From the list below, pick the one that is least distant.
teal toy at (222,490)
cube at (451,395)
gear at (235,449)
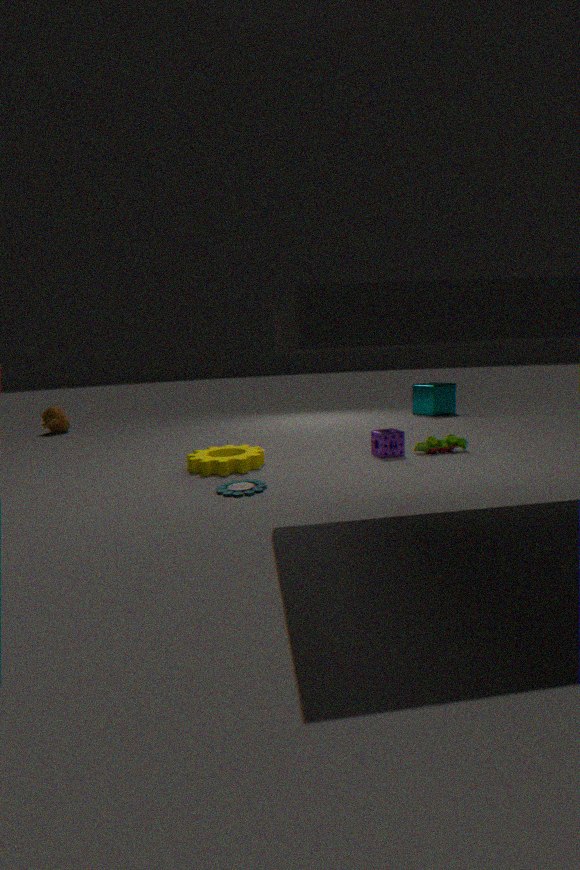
teal toy at (222,490)
